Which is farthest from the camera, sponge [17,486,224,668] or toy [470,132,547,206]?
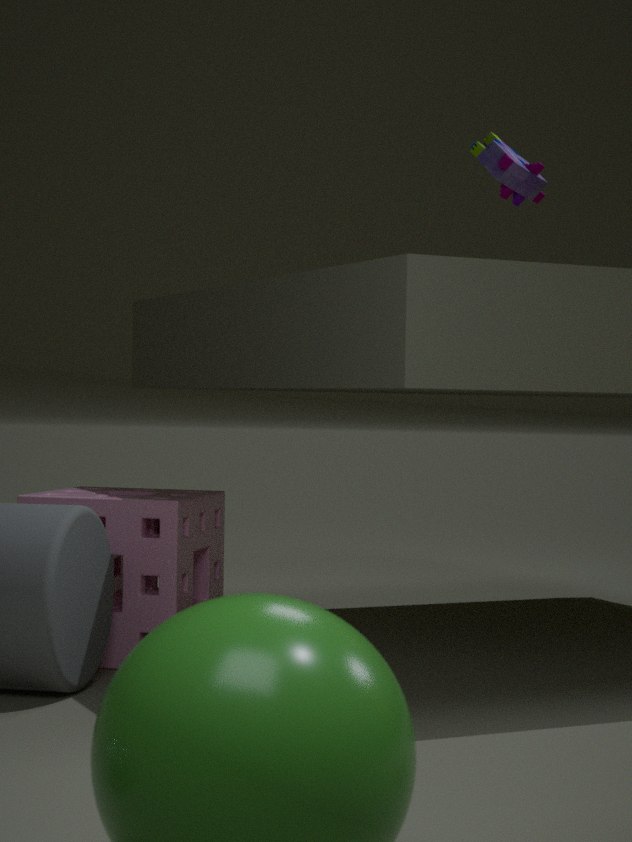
sponge [17,486,224,668]
